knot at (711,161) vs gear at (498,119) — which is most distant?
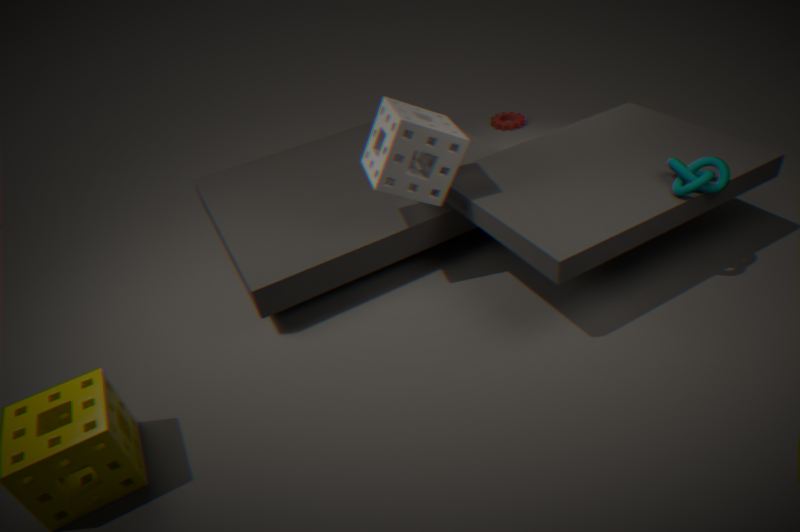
gear at (498,119)
